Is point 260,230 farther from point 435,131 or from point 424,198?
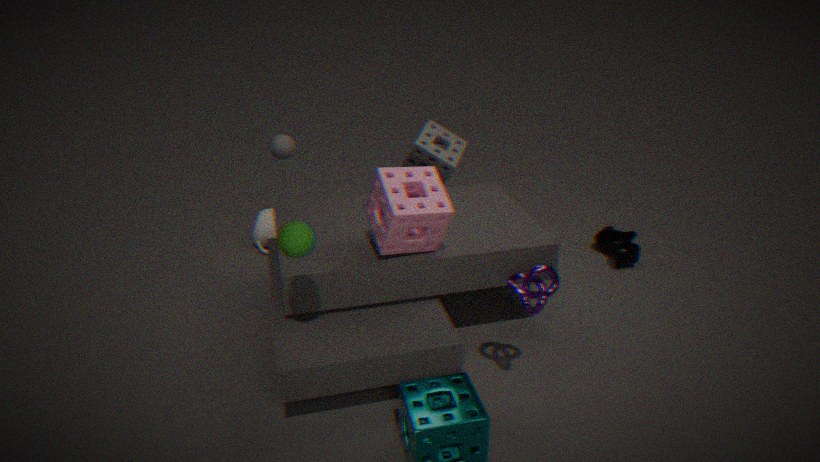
point 424,198
